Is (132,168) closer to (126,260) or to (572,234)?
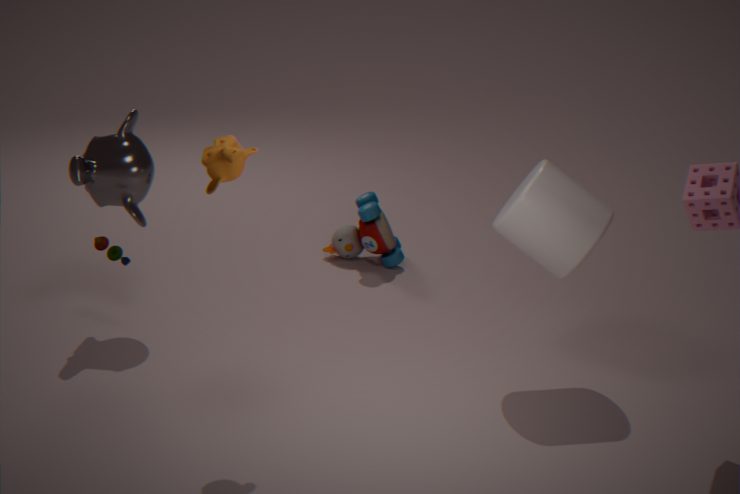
(126,260)
